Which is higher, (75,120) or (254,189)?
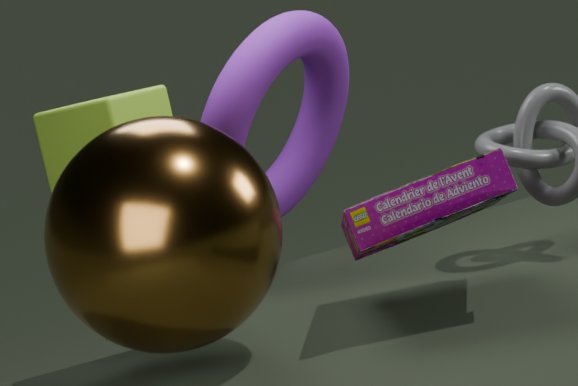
(75,120)
